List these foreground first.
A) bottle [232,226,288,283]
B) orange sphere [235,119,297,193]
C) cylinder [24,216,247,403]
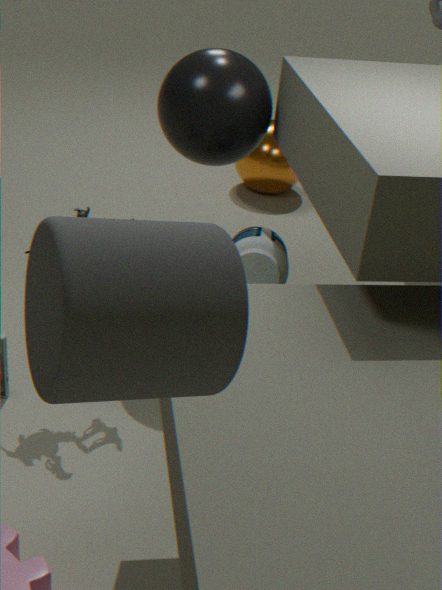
1. cylinder [24,216,247,403]
2. bottle [232,226,288,283]
3. orange sphere [235,119,297,193]
